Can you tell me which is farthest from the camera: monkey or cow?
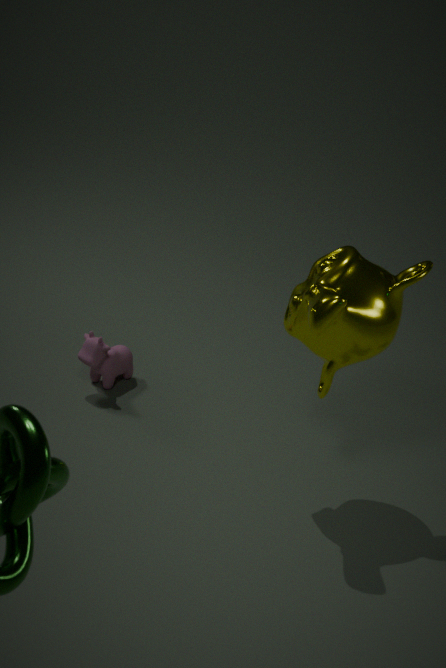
cow
